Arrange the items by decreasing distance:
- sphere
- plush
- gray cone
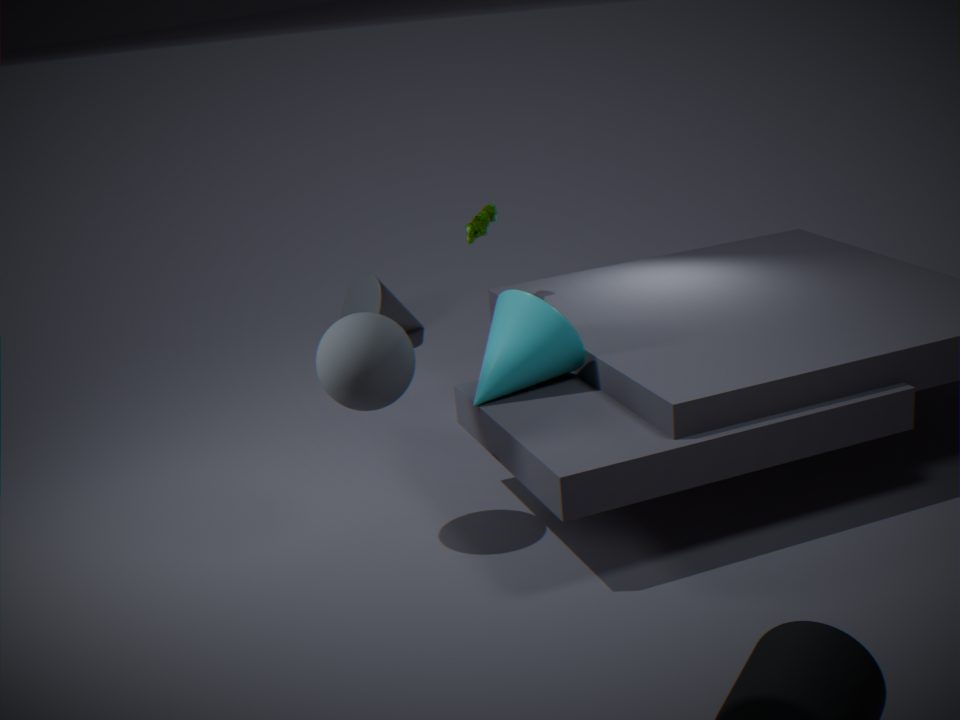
1. gray cone
2. plush
3. sphere
